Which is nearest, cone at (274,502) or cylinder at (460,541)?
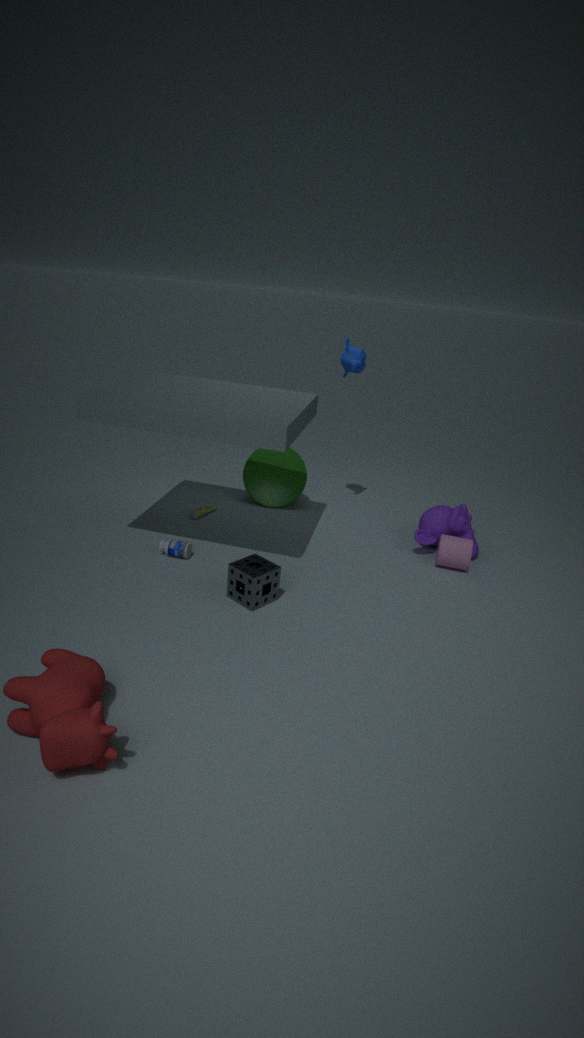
cylinder at (460,541)
